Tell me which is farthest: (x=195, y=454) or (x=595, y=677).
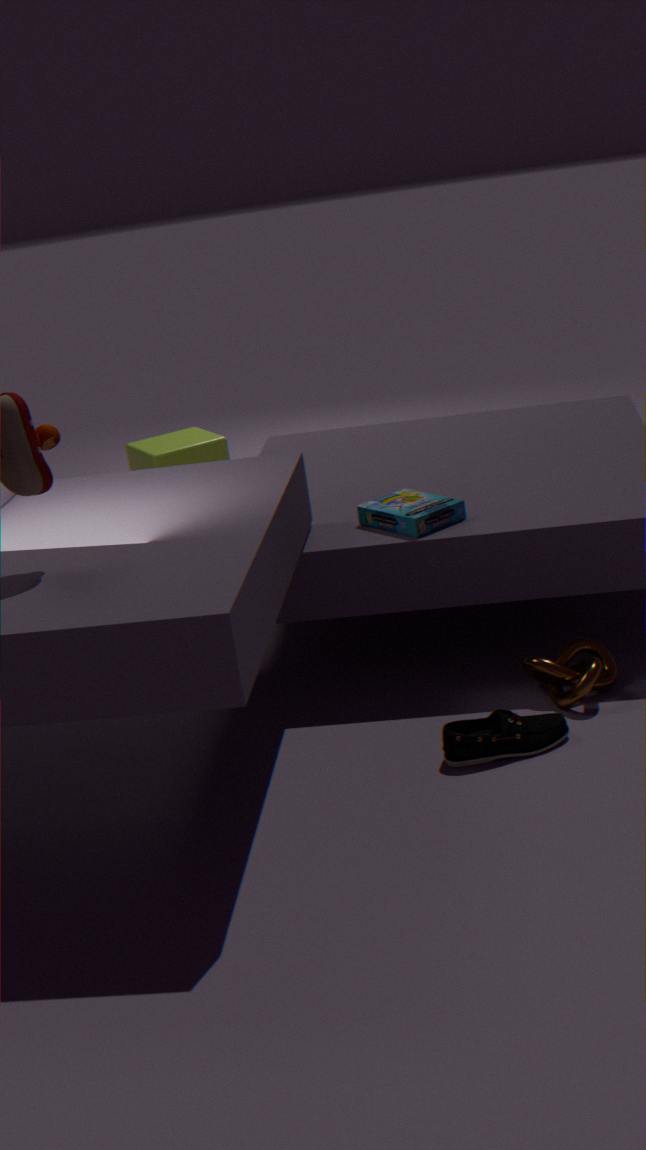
(x=195, y=454)
